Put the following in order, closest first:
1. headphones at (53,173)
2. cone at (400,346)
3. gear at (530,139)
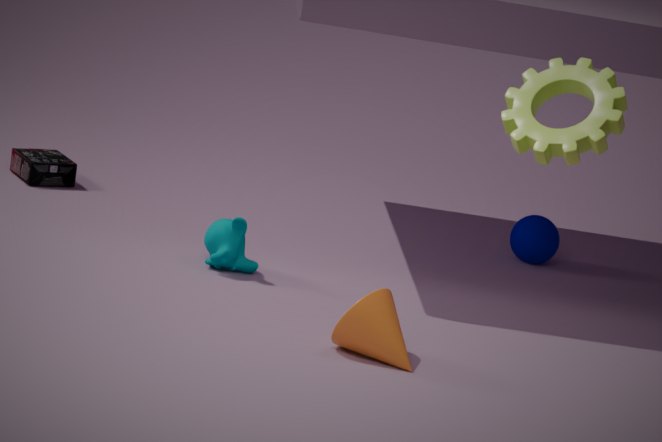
gear at (530,139) → cone at (400,346) → headphones at (53,173)
